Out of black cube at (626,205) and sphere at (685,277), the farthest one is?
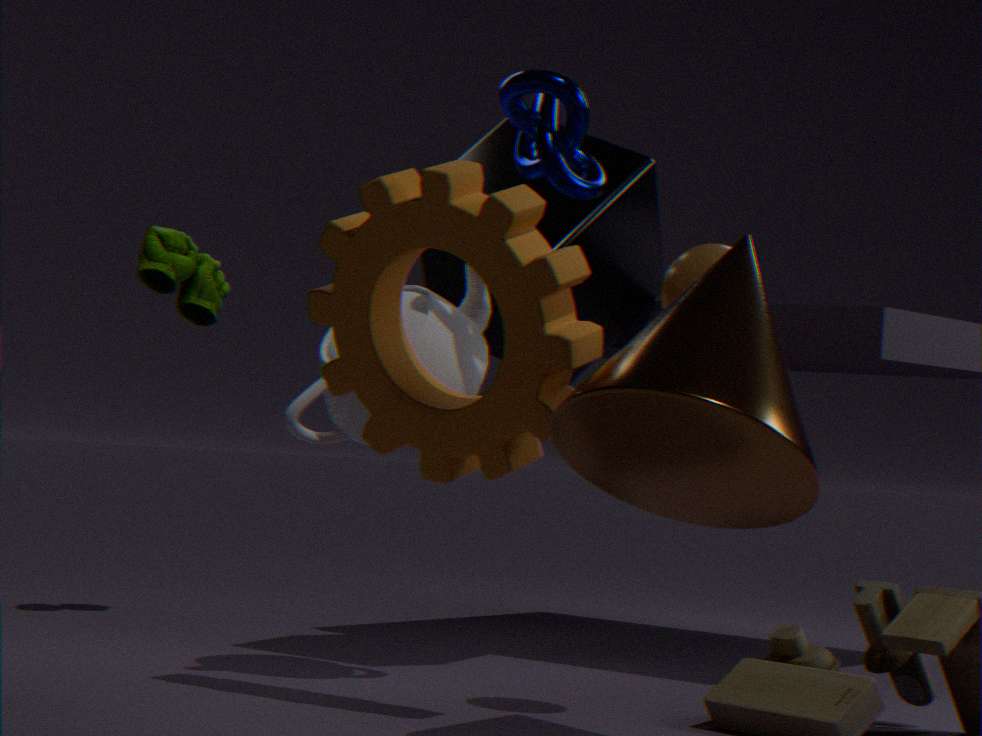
black cube at (626,205)
